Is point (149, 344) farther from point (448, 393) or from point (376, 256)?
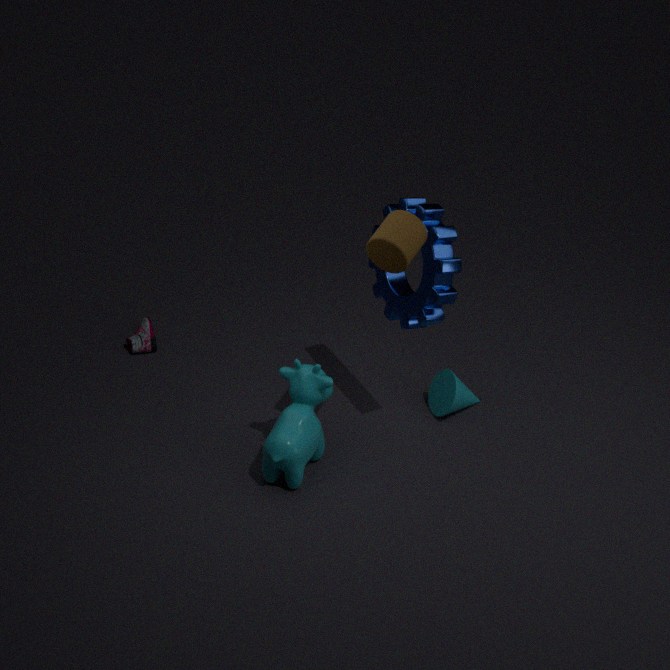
point (376, 256)
